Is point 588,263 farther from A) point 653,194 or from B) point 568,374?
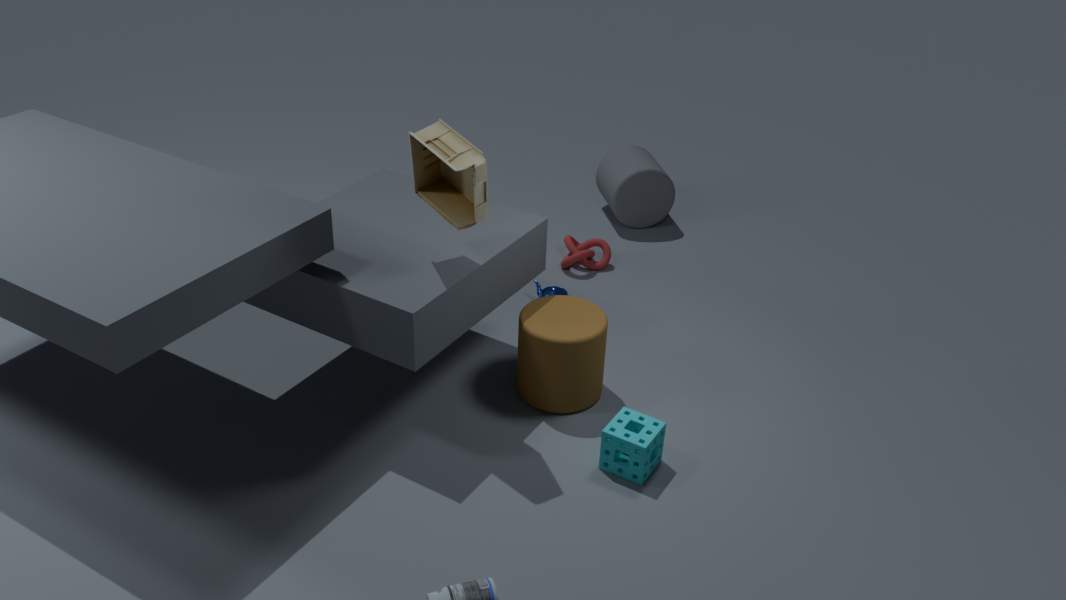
B) point 568,374
